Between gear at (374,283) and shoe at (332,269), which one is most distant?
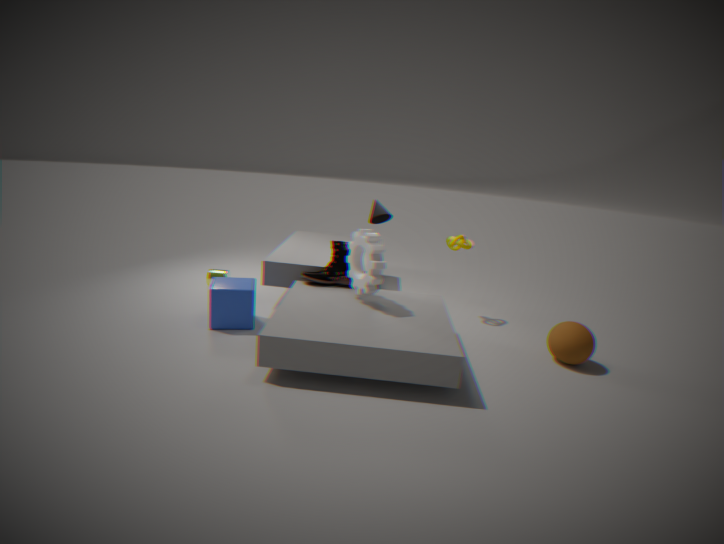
shoe at (332,269)
